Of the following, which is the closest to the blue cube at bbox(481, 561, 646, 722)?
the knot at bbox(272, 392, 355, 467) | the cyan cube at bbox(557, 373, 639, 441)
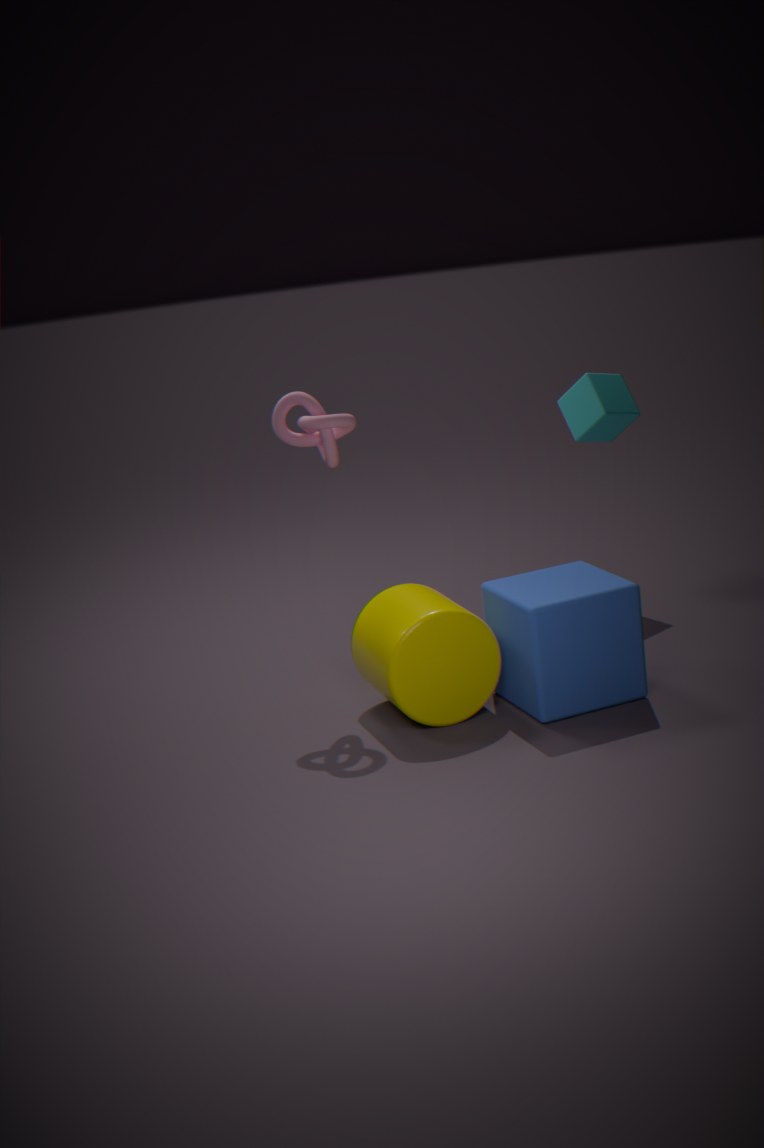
the knot at bbox(272, 392, 355, 467)
